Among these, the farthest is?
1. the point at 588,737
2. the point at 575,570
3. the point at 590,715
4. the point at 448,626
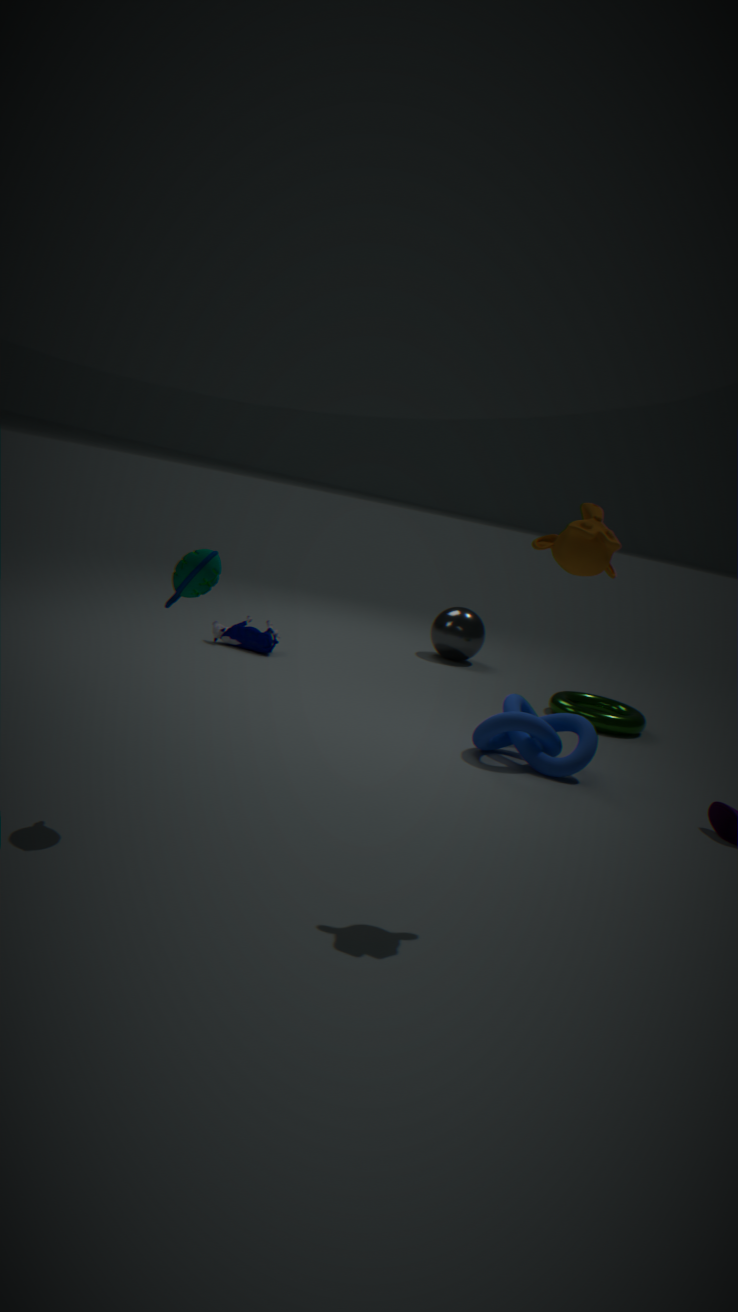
the point at 448,626
